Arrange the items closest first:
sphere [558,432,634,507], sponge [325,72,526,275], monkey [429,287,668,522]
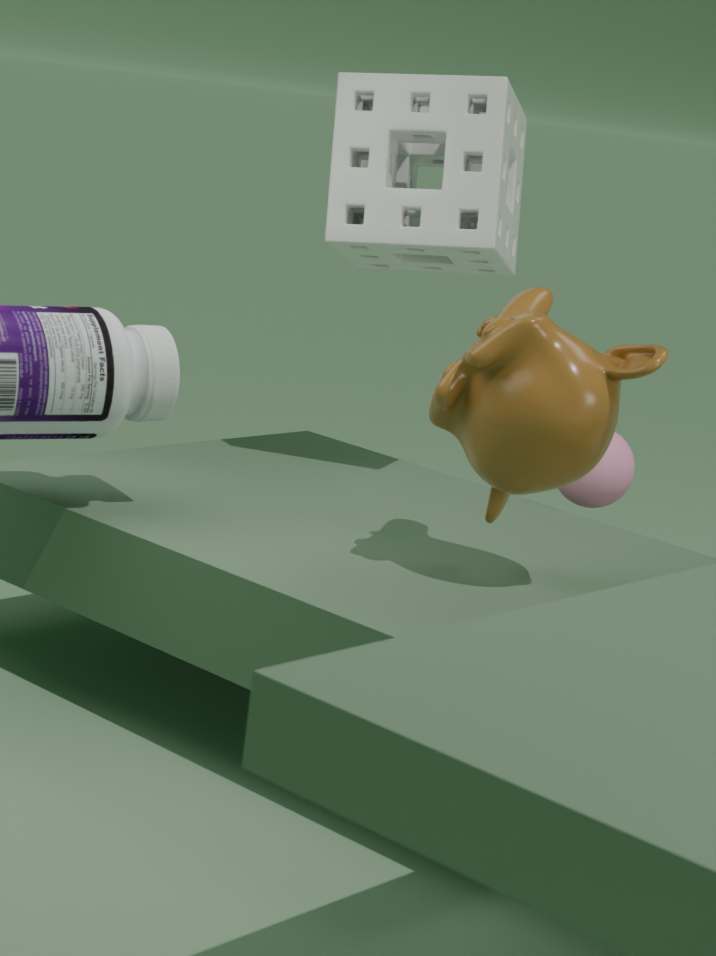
monkey [429,287,668,522]
sponge [325,72,526,275]
sphere [558,432,634,507]
